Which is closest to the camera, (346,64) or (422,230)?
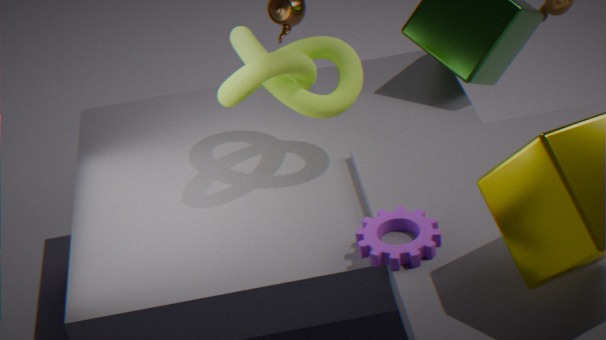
(422,230)
